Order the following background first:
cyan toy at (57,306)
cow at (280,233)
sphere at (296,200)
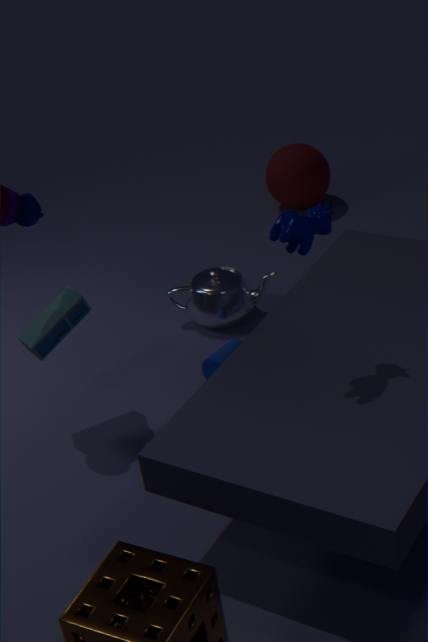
sphere at (296,200) → cyan toy at (57,306) → cow at (280,233)
